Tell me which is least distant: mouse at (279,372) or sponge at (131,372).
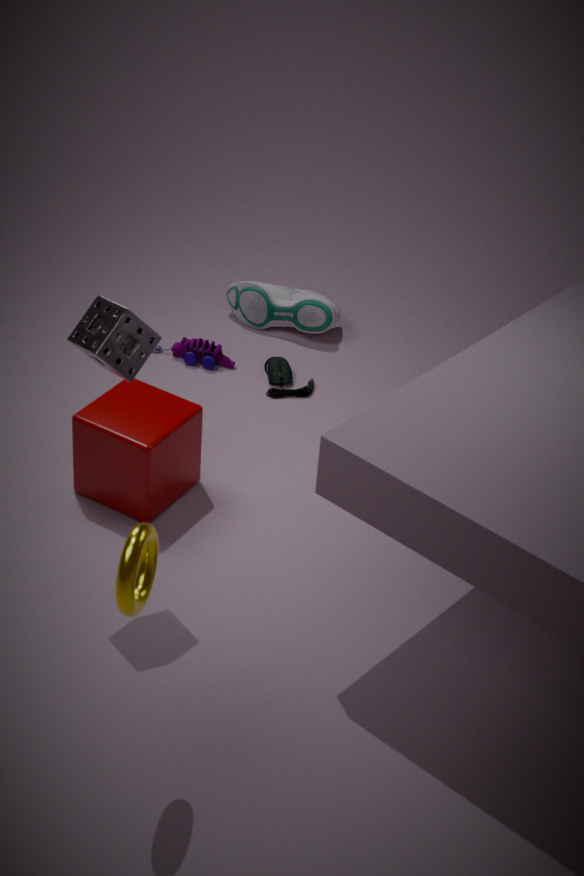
sponge at (131,372)
